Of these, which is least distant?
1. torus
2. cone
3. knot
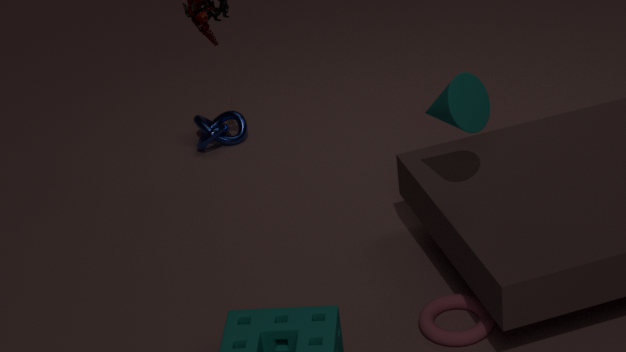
cone
